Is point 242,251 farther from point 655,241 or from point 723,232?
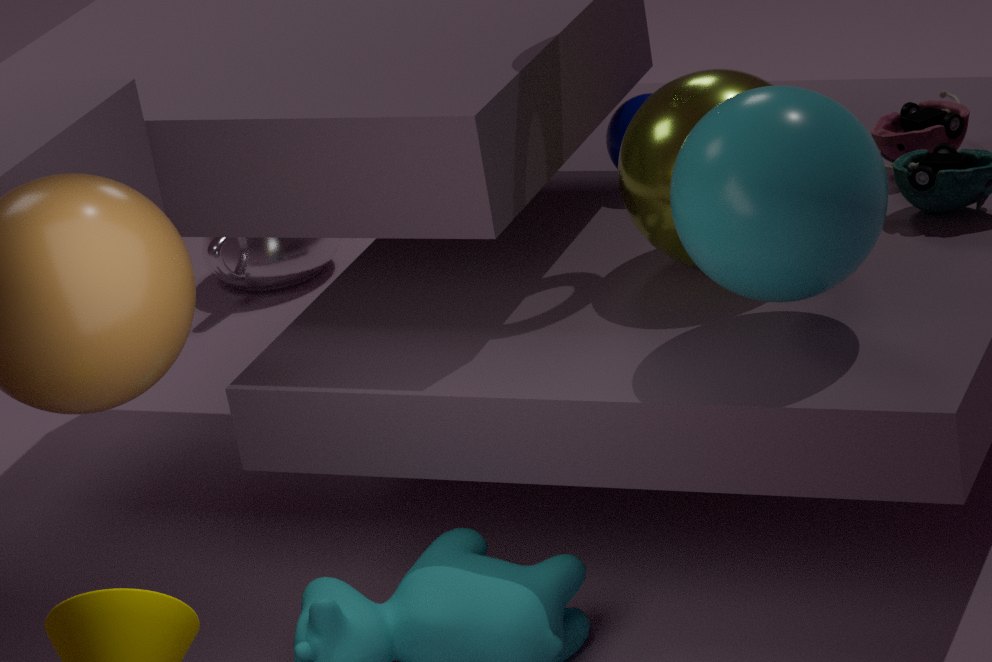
point 723,232
